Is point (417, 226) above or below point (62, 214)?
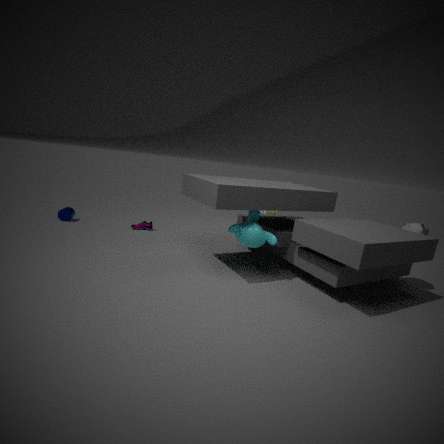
above
